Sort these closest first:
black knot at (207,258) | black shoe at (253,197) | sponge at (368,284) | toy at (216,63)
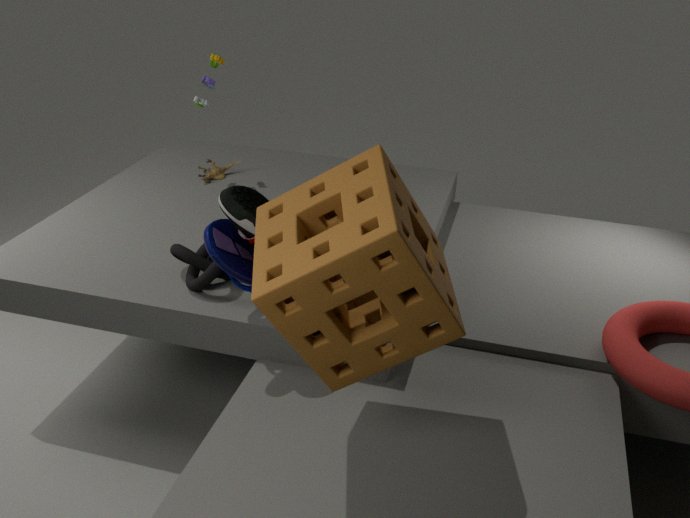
sponge at (368,284), black shoe at (253,197), black knot at (207,258), toy at (216,63)
